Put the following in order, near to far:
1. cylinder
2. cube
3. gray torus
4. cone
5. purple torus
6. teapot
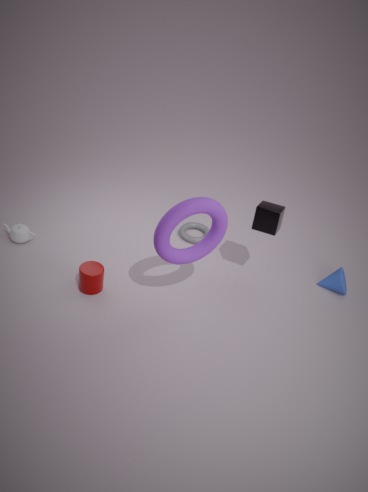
purple torus, cylinder, cube, cone, teapot, gray torus
